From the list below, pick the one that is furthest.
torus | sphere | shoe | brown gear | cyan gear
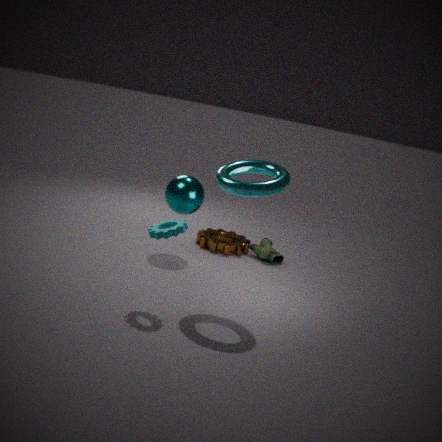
brown gear
